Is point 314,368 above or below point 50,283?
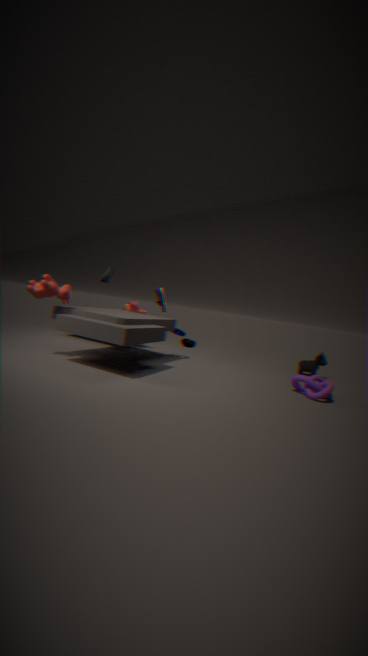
below
